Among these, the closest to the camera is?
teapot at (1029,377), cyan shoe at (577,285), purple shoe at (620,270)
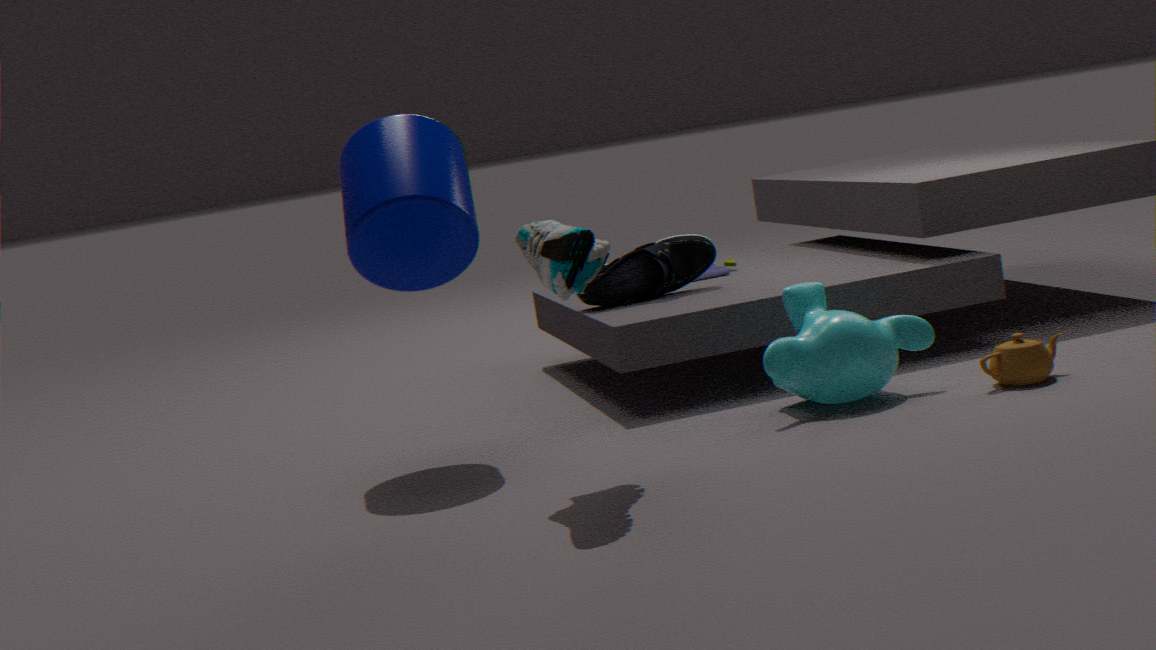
cyan shoe at (577,285)
